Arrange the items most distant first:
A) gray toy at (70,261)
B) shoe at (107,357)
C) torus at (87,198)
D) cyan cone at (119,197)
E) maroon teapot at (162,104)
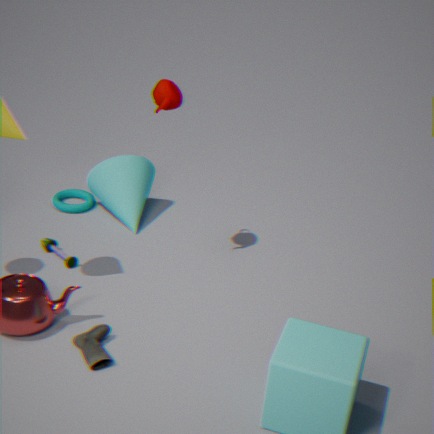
torus at (87,198), cyan cone at (119,197), gray toy at (70,261), maroon teapot at (162,104), shoe at (107,357)
